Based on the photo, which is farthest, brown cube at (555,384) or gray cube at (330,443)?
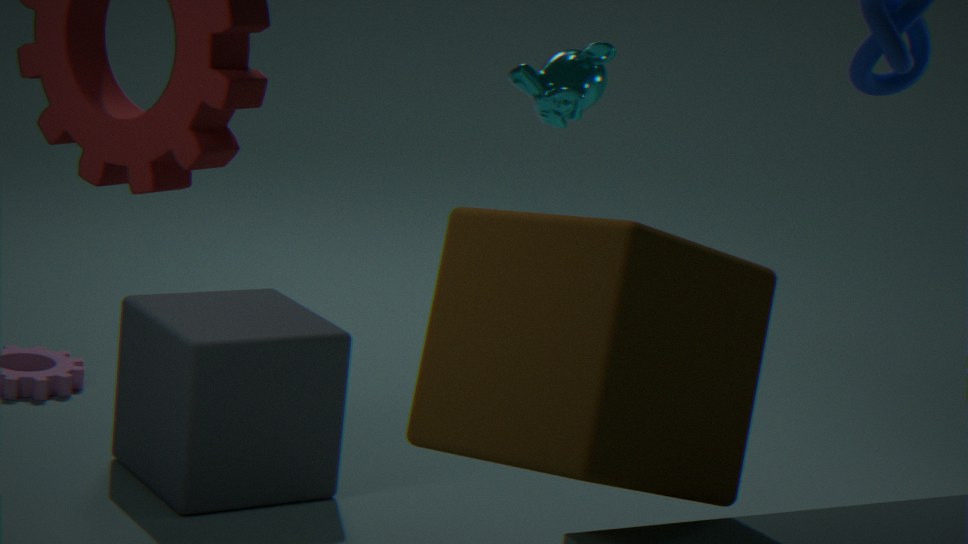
gray cube at (330,443)
